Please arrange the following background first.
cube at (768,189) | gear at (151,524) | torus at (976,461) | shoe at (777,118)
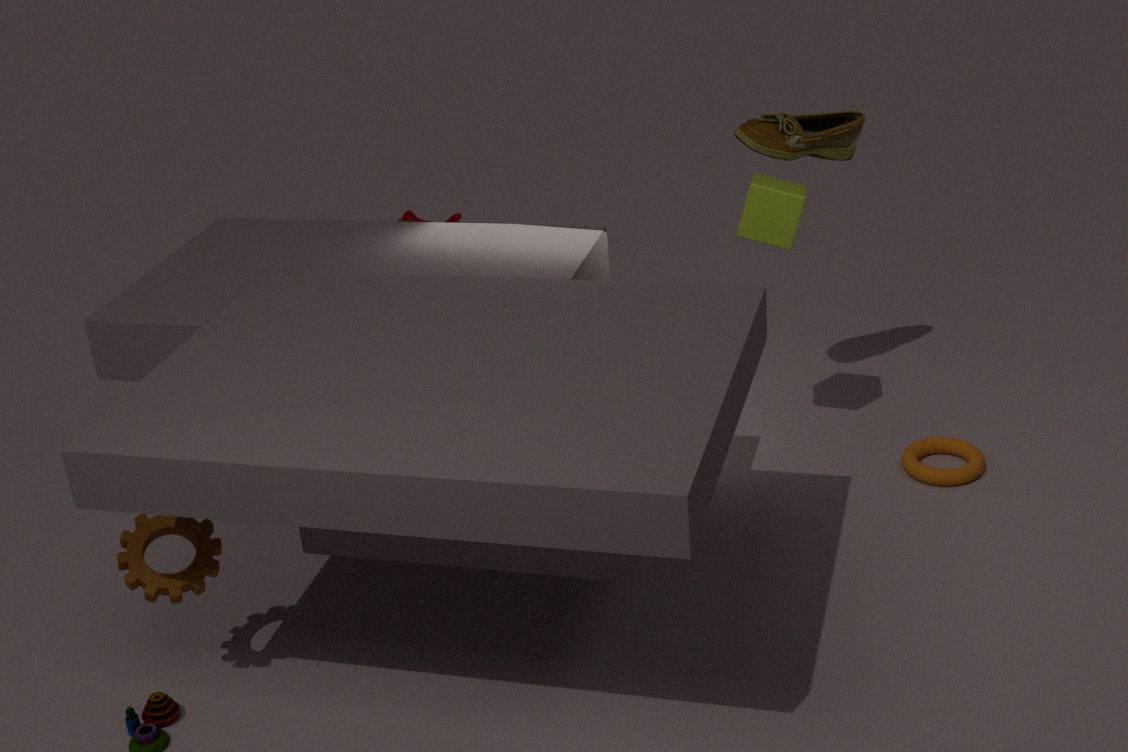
torus at (976,461), shoe at (777,118), cube at (768,189), gear at (151,524)
